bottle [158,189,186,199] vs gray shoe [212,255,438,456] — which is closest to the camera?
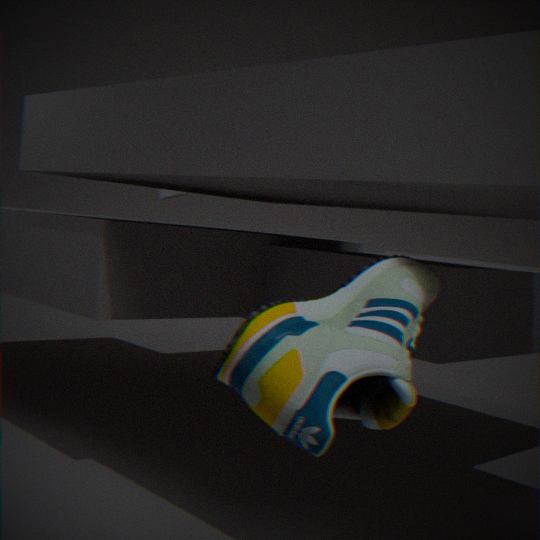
gray shoe [212,255,438,456]
